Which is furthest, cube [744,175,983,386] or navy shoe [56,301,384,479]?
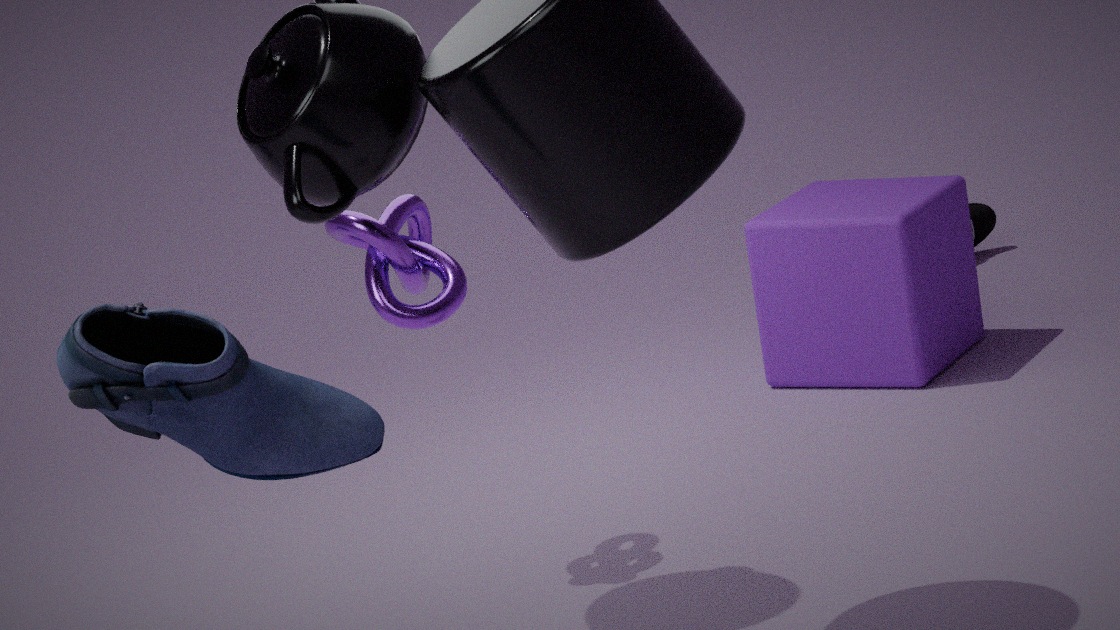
cube [744,175,983,386]
